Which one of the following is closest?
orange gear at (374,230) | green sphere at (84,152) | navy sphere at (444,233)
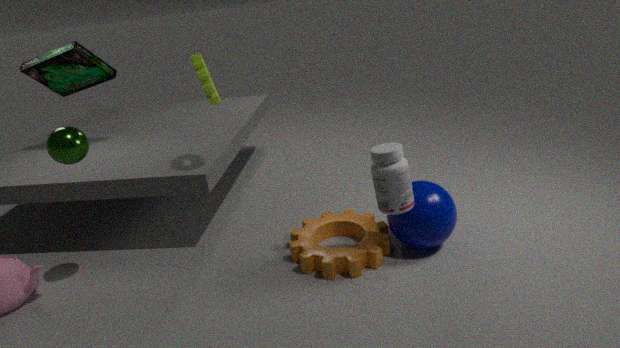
green sphere at (84,152)
